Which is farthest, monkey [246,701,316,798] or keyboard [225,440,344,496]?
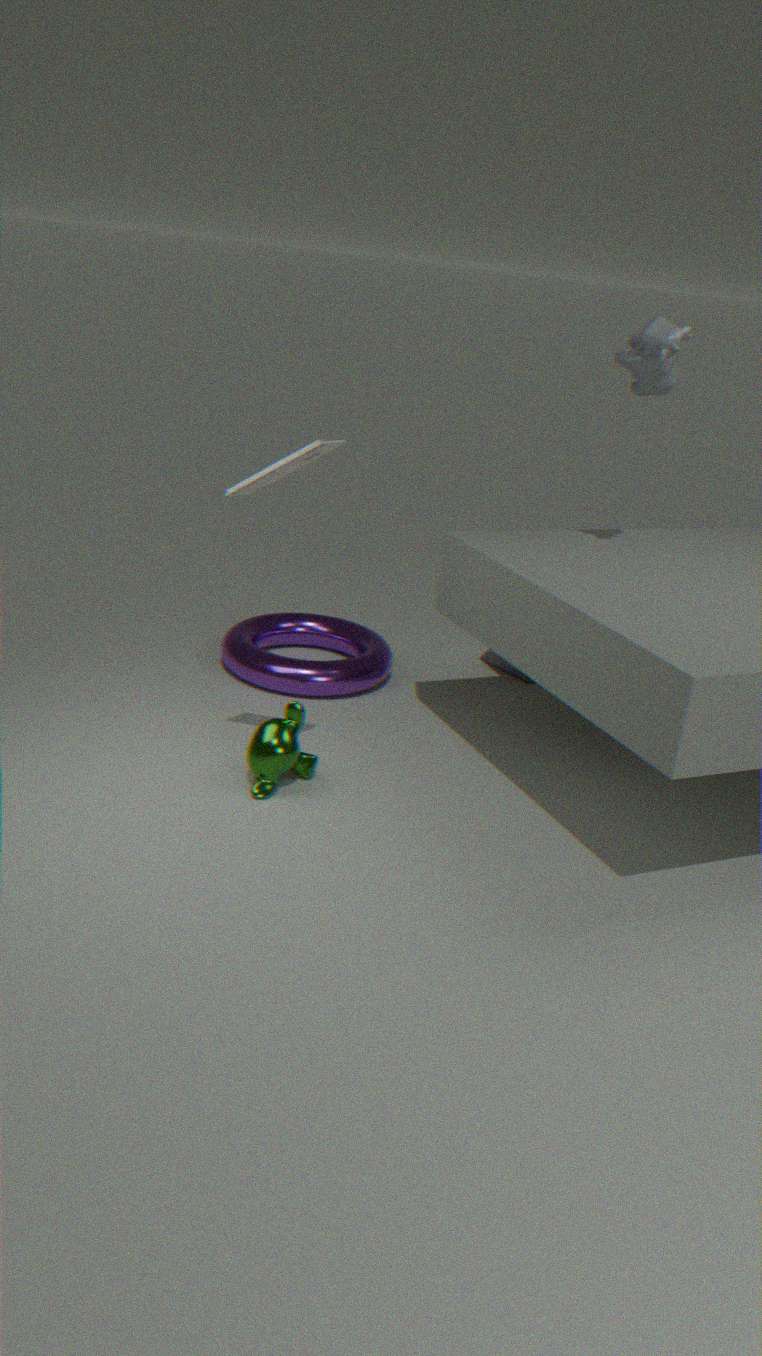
monkey [246,701,316,798]
